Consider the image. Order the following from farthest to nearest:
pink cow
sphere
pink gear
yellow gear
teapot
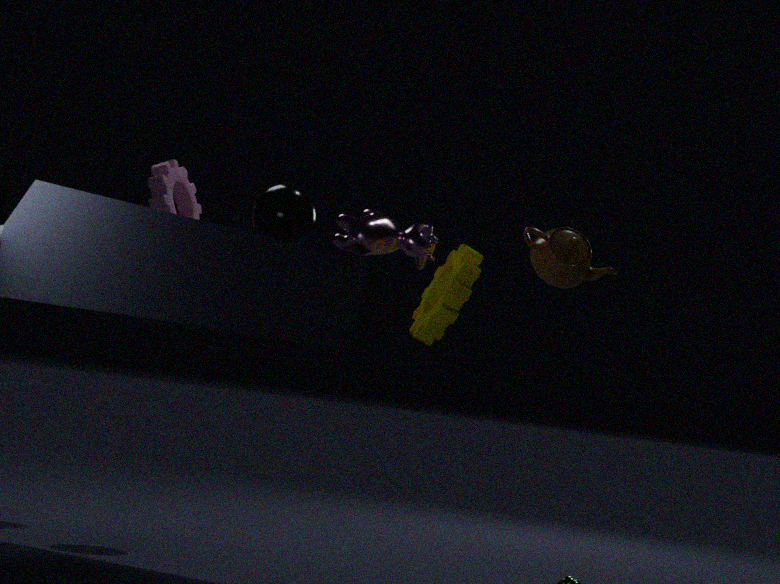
pink gear < sphere < teapot < pink cow < yellow gear
